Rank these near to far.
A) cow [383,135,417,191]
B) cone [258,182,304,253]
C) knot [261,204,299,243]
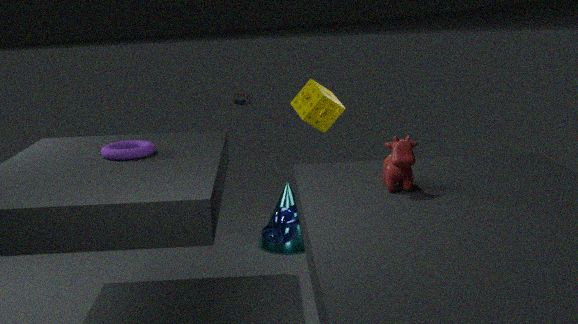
cow [383,135,417,191] < knot [261,204,299,243] < cone [258,182,304,253]
